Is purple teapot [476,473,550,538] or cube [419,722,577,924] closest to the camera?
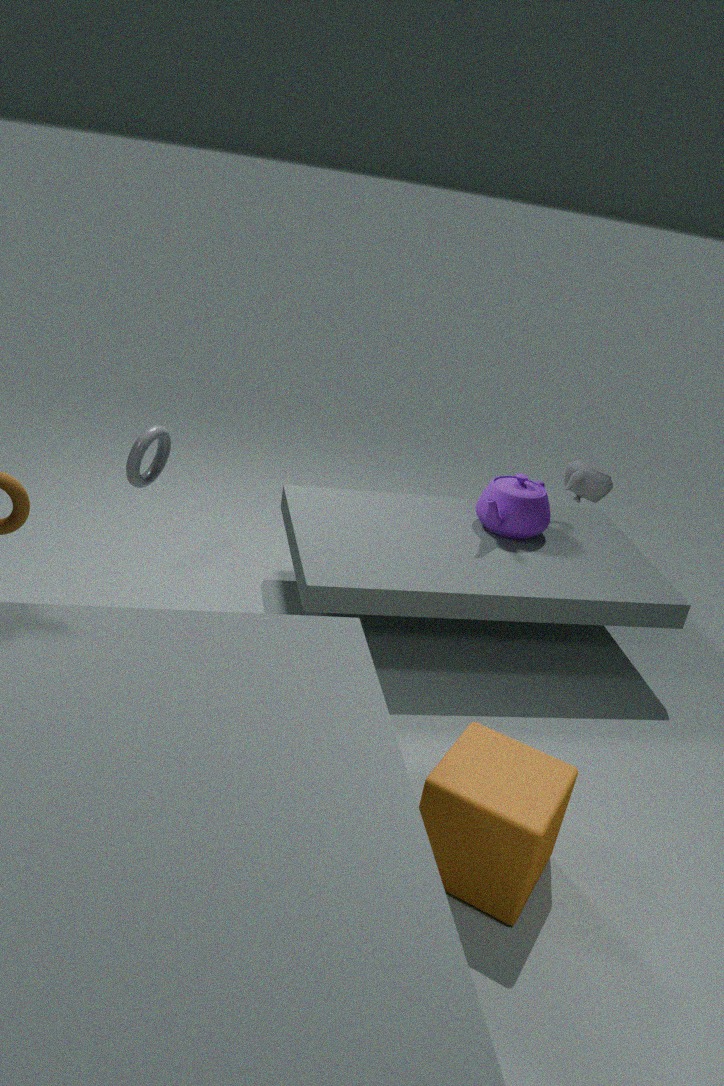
cube [419,722,577,924]
